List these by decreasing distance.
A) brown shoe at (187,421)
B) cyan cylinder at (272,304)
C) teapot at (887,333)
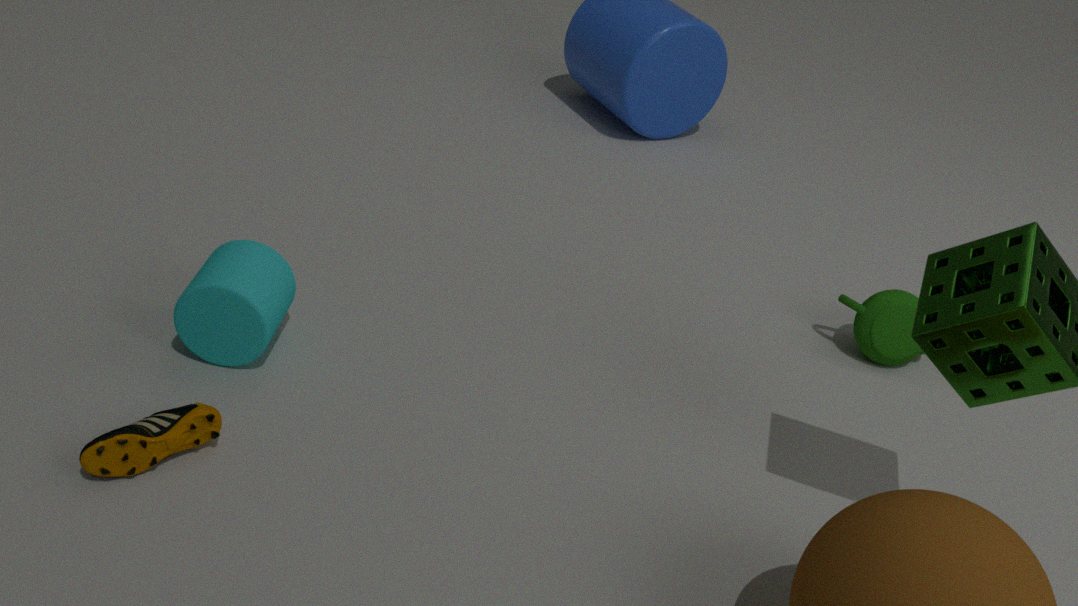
C. teapot at (887,333) → B. cyan cylinder at (272,304) → A. brown shoe at (187,421)
